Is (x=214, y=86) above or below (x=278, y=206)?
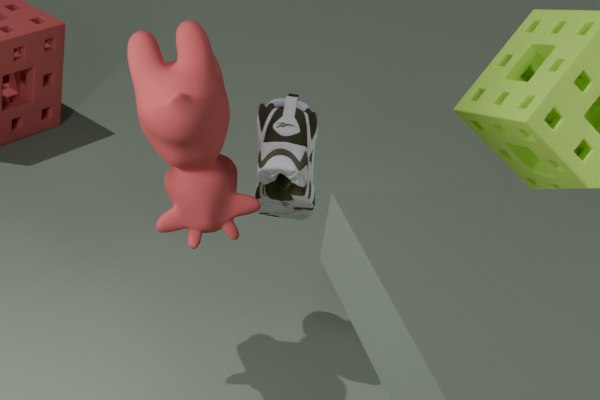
above
